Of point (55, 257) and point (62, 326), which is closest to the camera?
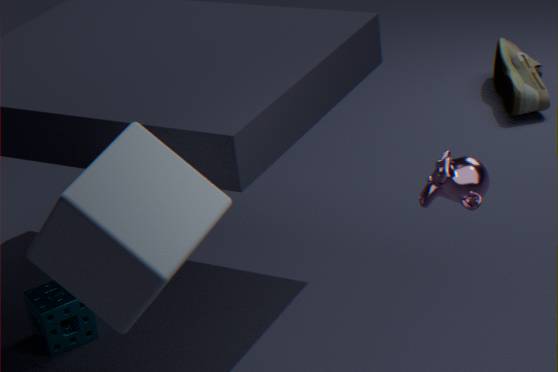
point (55, 257)
